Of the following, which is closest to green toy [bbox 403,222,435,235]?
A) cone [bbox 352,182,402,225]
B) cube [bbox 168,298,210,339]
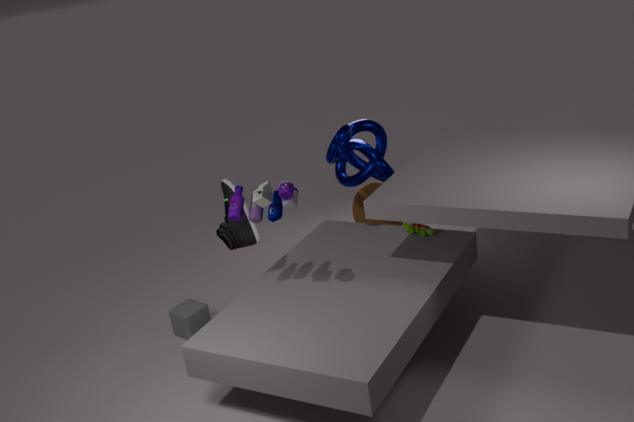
cone [bbox 352,182,402,225]
